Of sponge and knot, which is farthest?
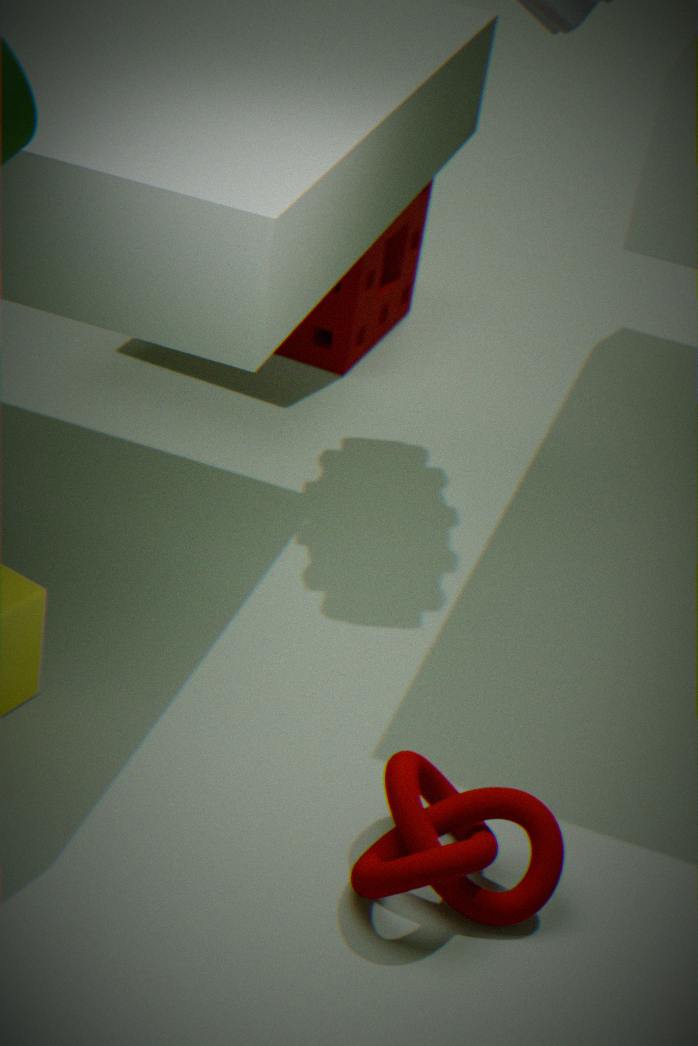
sponge
